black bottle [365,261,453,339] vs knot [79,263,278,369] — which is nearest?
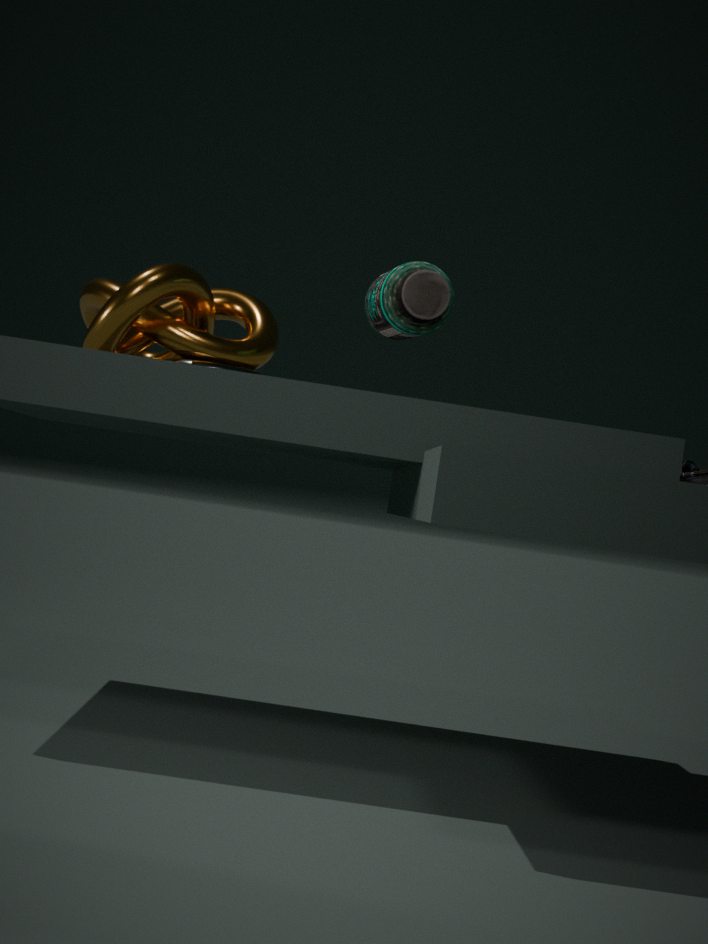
black bottle [365,261,453,339]
